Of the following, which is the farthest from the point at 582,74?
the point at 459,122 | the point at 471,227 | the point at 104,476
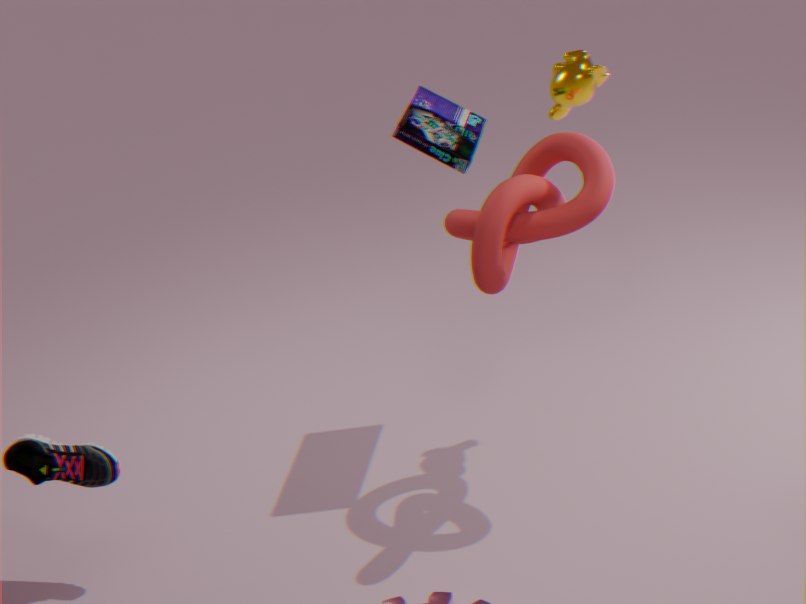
the point at 104,476
